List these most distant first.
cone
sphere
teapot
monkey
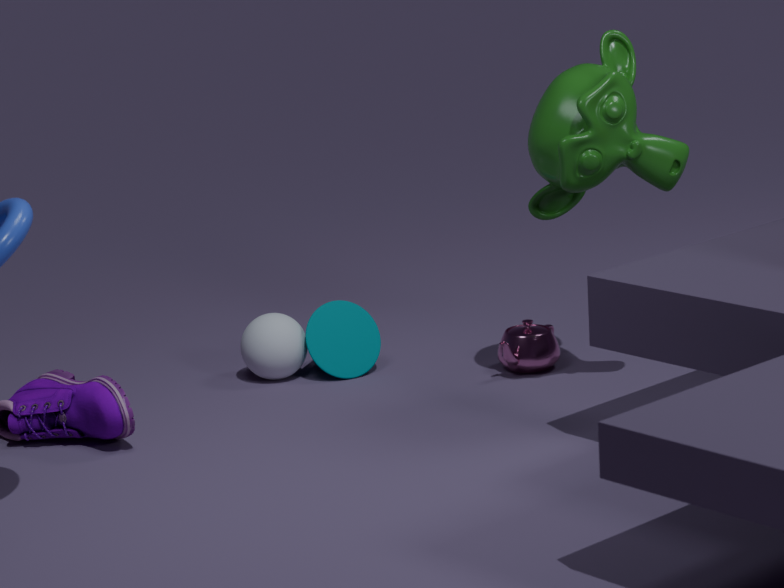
cone
sphere
teapot
monkey
